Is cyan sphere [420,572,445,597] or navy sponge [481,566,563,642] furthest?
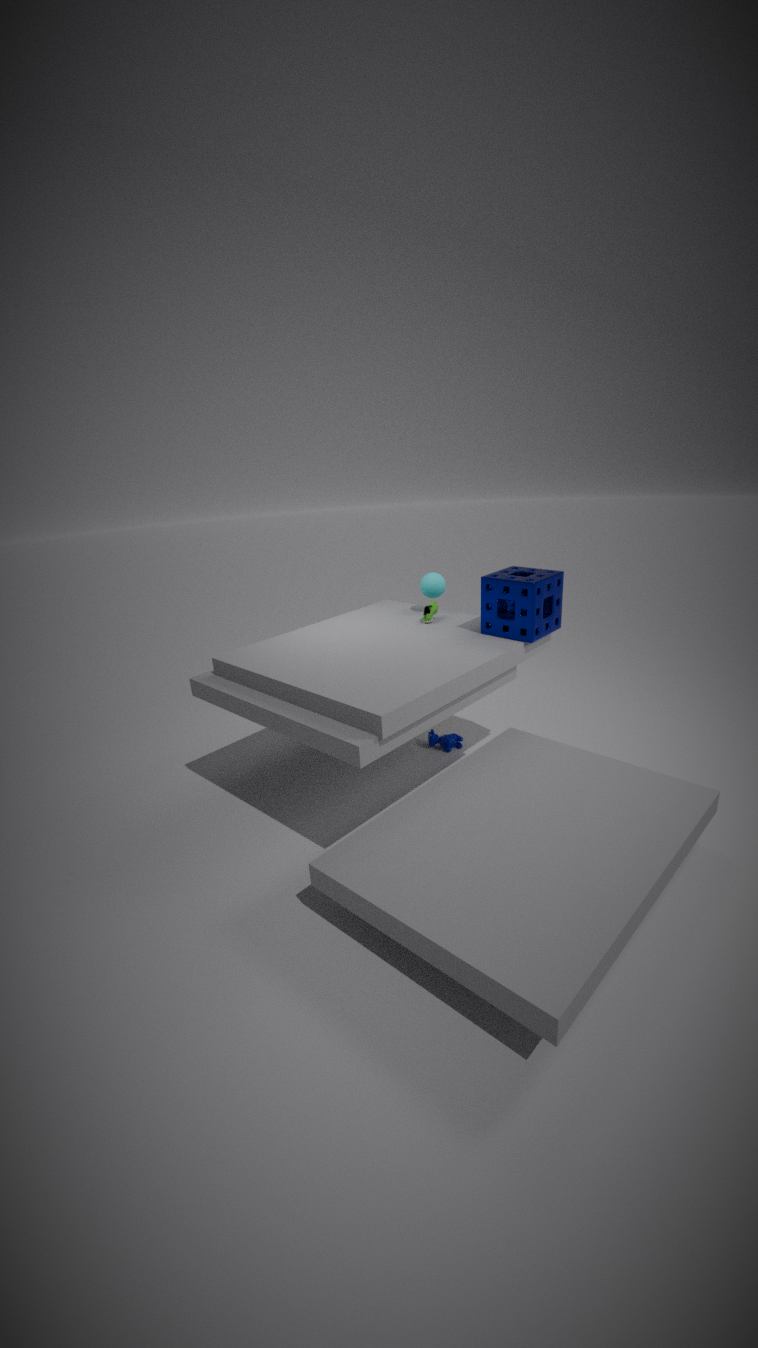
cyan sphere [420,572,445,597]
